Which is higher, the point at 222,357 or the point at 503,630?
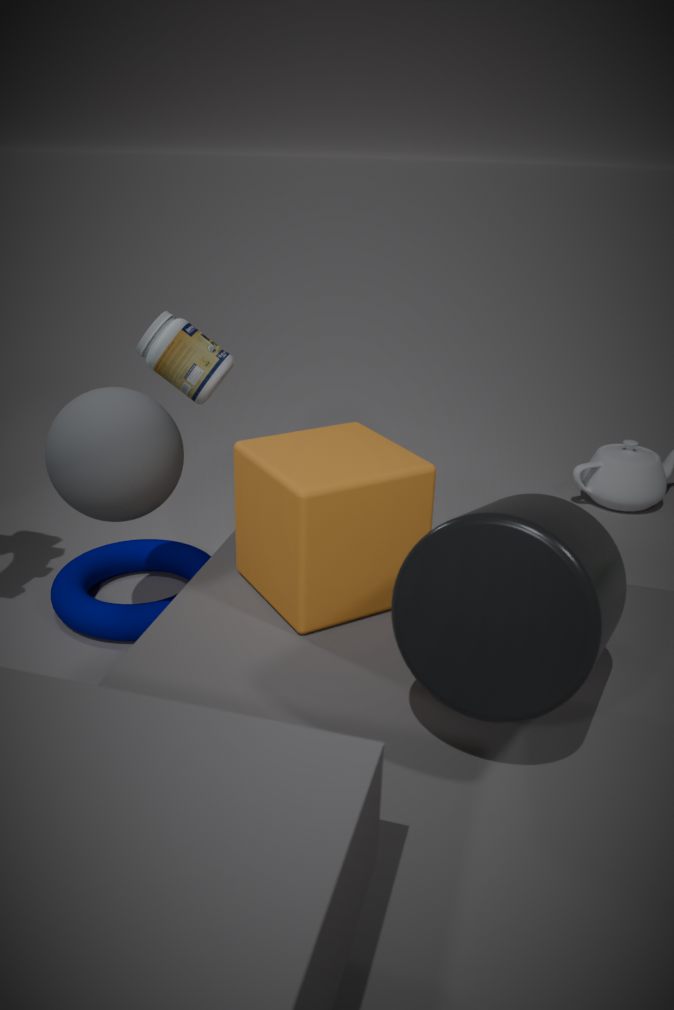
the point at 222,357
